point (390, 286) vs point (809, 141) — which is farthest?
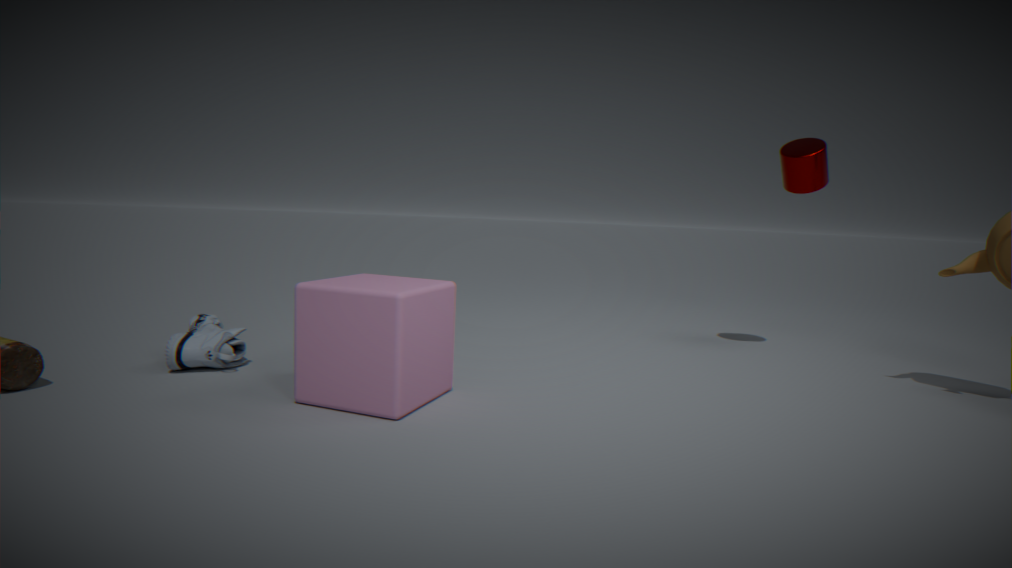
point (809, 141)
